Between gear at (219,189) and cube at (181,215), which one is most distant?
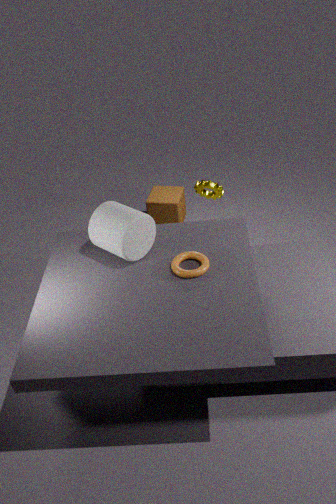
cube at (181,215)
